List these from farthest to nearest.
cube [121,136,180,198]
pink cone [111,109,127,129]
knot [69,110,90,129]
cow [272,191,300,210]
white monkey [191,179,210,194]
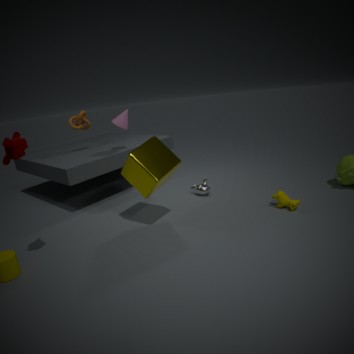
knot [69,110,90,129], pink cone [111,109,127,129], white monkey [191,179,210,194], cow [272,191,300,210], cube [121,136,180,198]
